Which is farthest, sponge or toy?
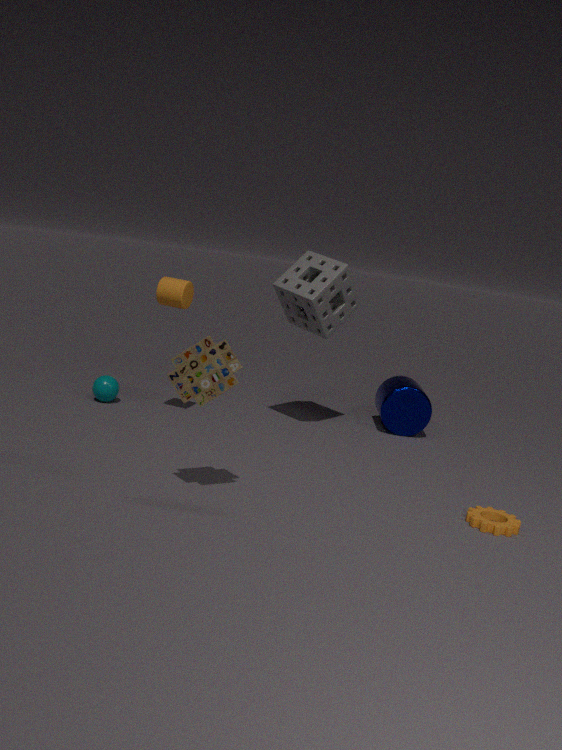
sponge
